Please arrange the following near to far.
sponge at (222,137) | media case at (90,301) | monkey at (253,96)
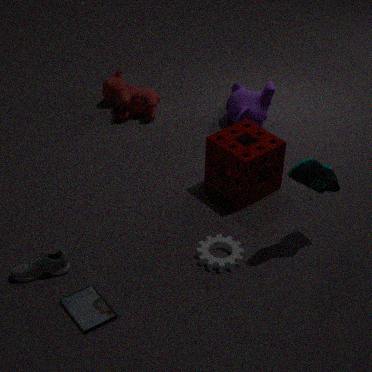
media case at (90,301)
sponge at (222,137)
monkey at (253,96)
